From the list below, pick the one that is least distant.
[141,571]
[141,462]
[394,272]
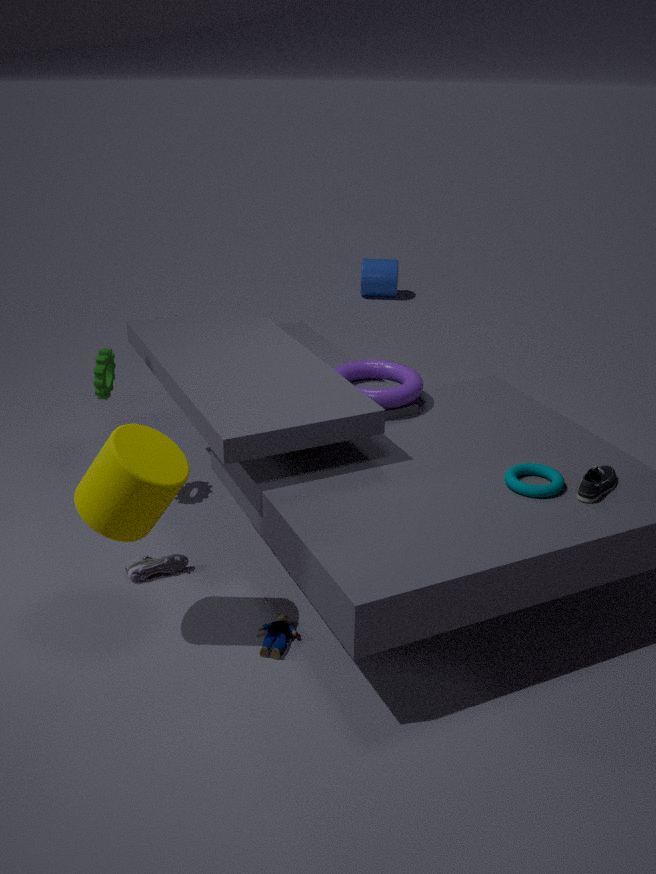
[141,462]
